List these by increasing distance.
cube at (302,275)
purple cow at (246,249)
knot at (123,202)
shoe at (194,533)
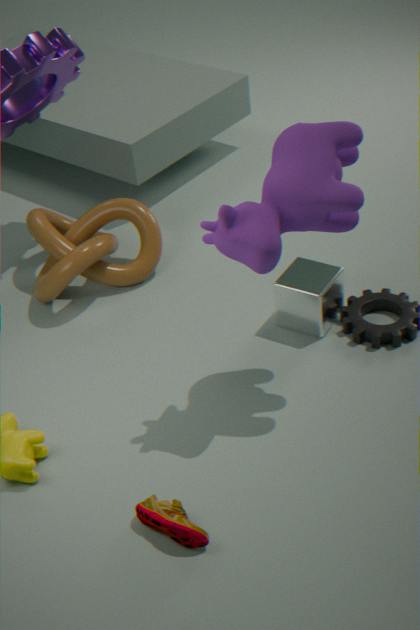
shoe at (194,533), purple cow at (246,249), cube at (302,275), knot at (123,202)
